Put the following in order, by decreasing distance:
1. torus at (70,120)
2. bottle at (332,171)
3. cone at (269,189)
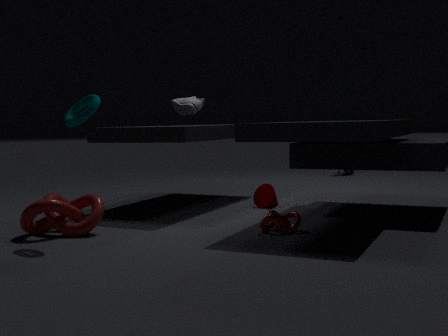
bottle at (332,171)
cone at (269,189)
torus at (70,120)
